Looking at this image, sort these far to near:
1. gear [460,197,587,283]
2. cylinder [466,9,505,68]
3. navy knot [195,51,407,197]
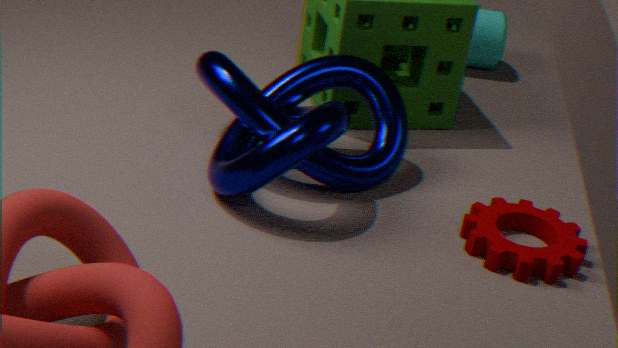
cylinder [466,9,505,68] → gear [460,197,587,283] → navy knot [195,51,407,197]
